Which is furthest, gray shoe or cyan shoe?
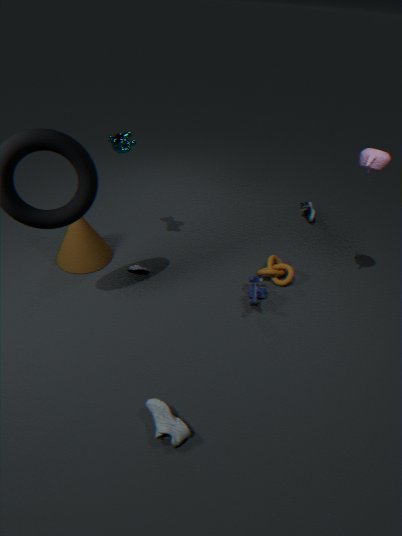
cyan shoe
